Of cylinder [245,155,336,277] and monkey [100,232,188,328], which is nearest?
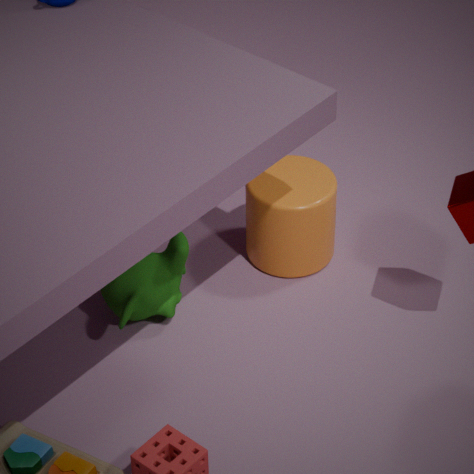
monkey [100,232,188,328]
